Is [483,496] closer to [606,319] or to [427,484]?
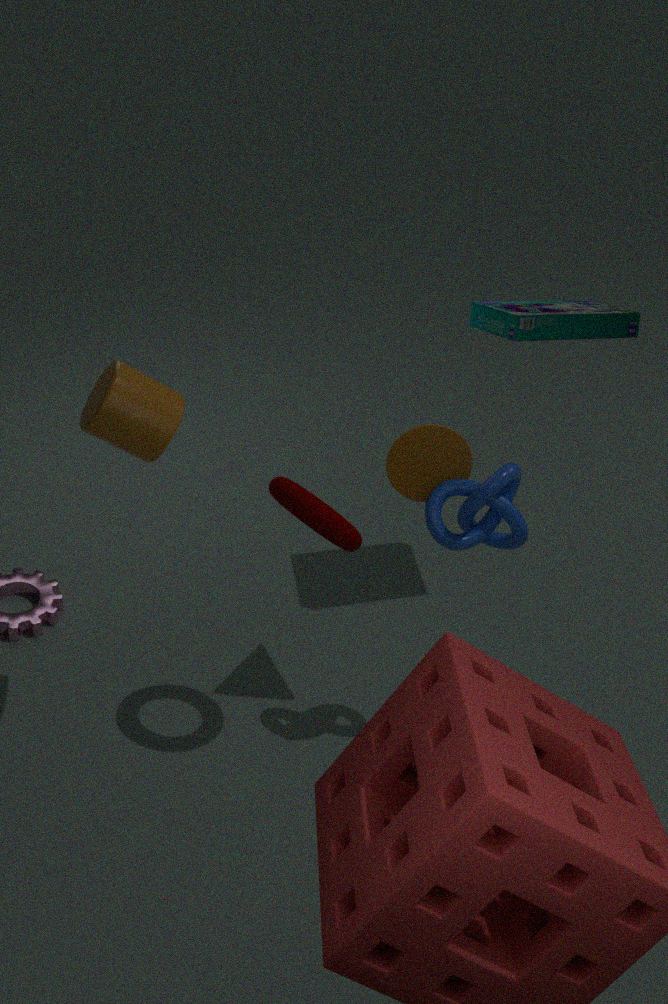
[427,484]
